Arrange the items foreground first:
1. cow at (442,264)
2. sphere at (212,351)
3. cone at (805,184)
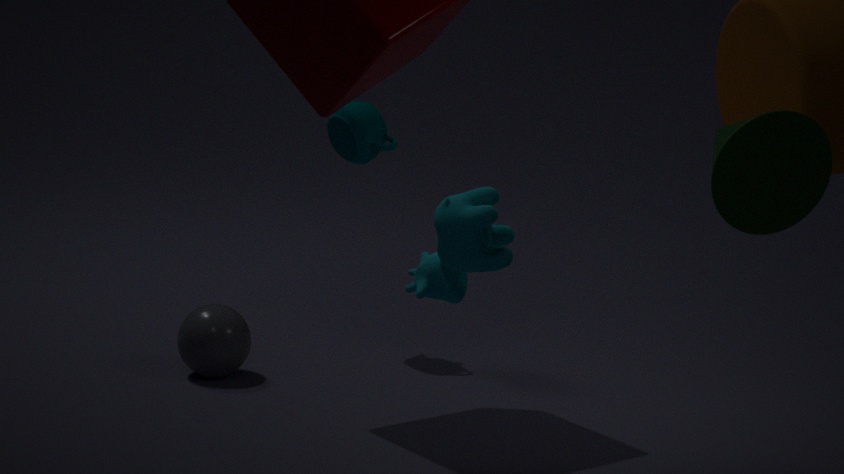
cone at (805,184), cow at (442,264), sphere at (212,351)
